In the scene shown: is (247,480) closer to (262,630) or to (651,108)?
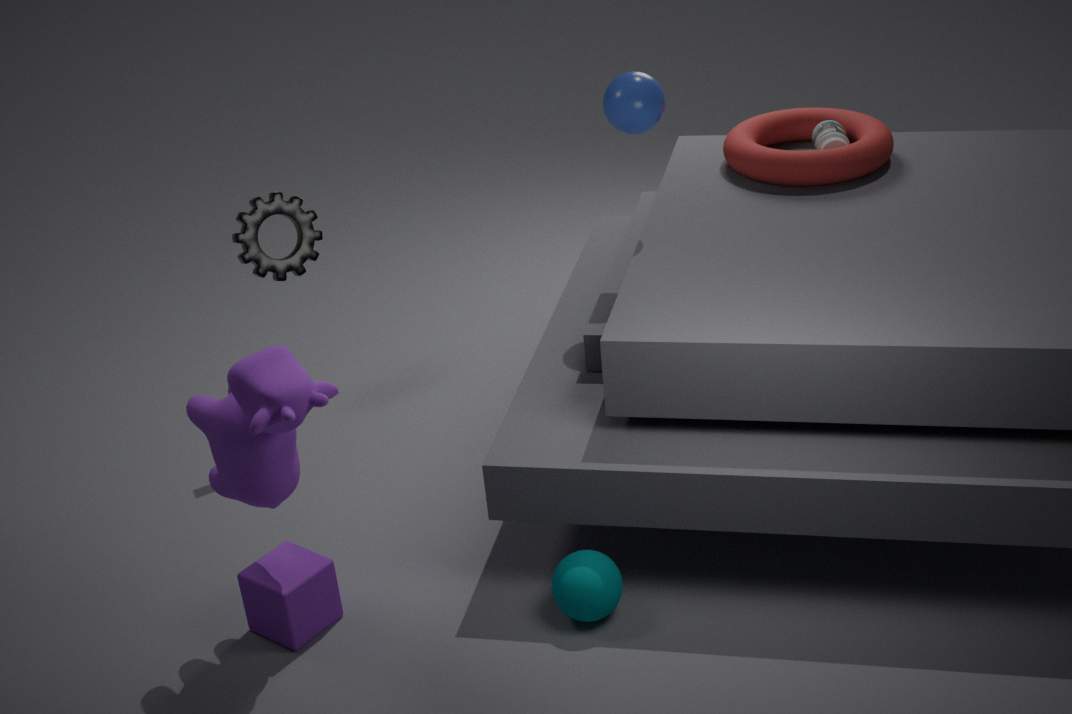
(262,630)
